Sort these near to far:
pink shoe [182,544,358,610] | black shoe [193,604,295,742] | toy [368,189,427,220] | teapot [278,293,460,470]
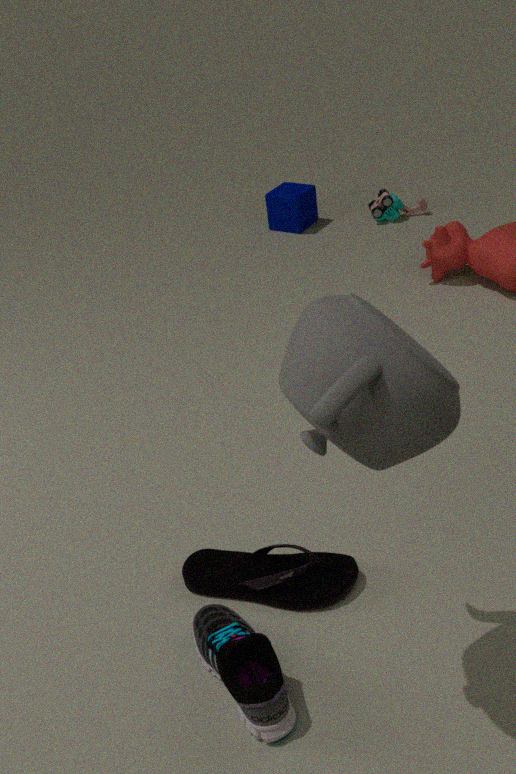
teapot [278,293,460,470], black shoe [193,604,295,742], pink shoe [182,544,358,610], toy [368,189,427,220]
